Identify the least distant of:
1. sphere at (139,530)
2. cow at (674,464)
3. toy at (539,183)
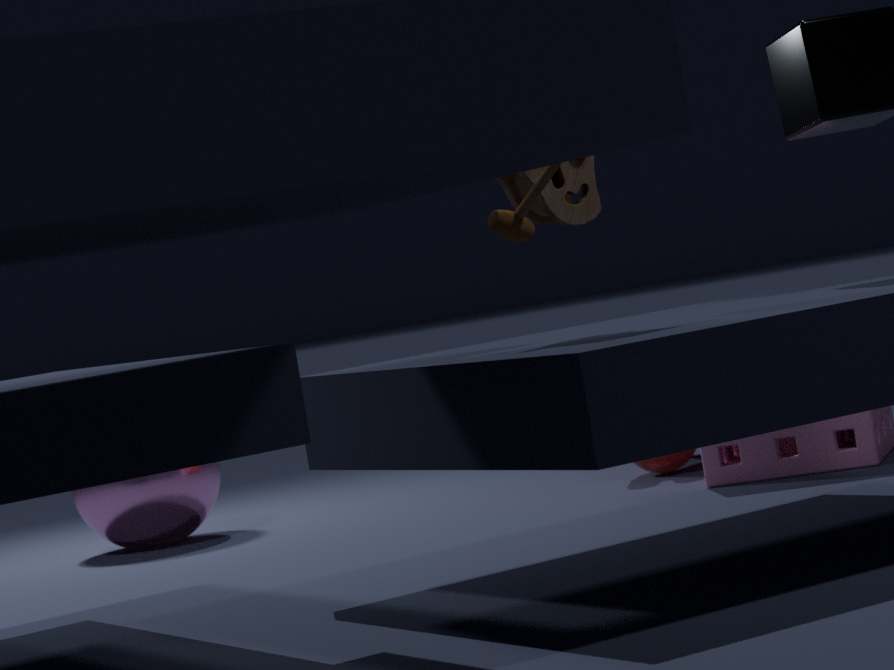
toy at (539,183)
